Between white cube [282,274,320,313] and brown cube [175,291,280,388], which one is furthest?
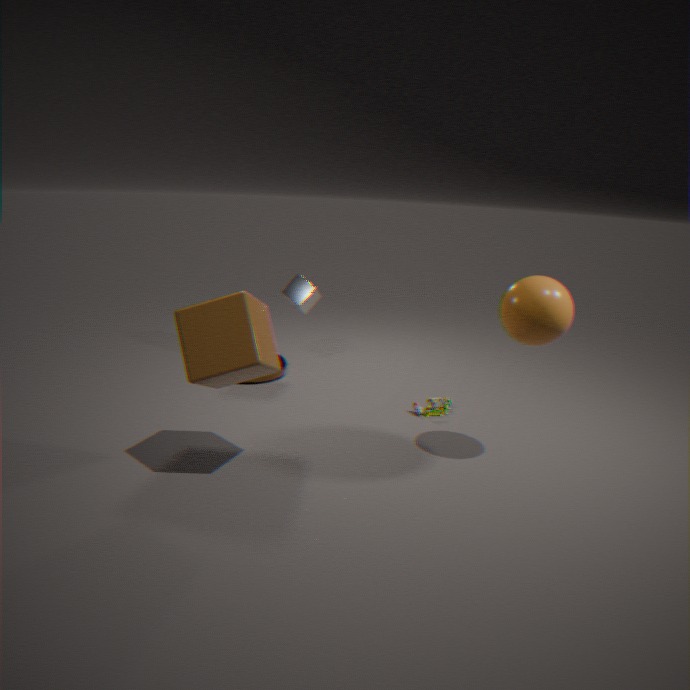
white cube [282,274,320,313]
